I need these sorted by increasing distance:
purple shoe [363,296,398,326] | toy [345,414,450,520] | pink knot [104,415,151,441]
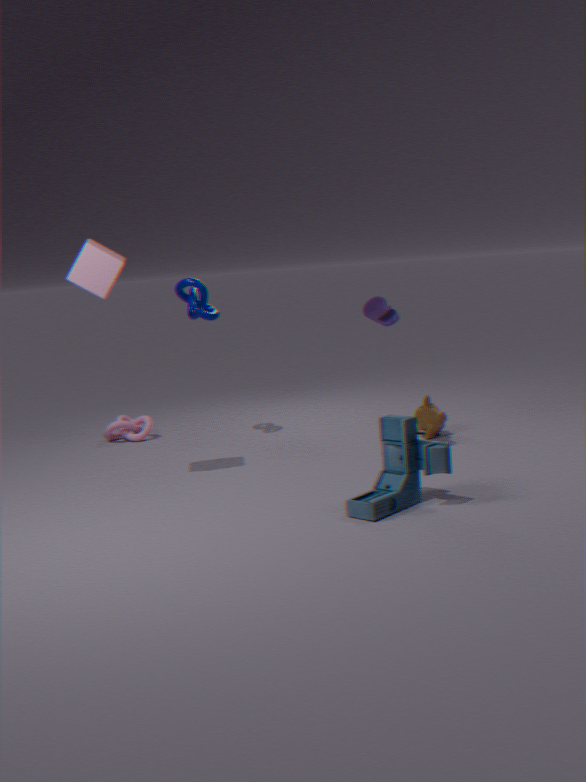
toy [345,414,450,520] < purple shoe [363,296,398,326] < pink knot [104,415,151,441]
